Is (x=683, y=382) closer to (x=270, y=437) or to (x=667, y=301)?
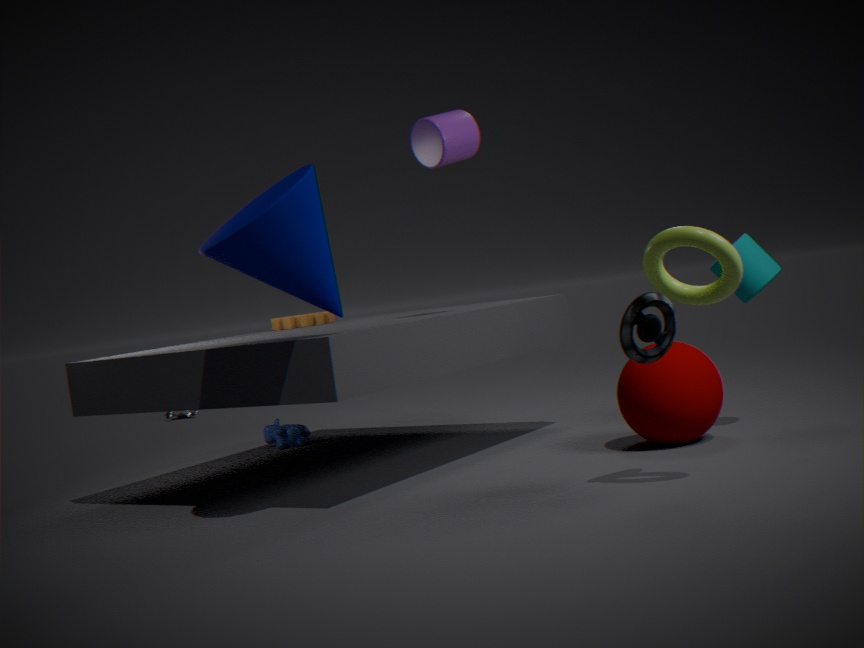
(x=667, y=301)
